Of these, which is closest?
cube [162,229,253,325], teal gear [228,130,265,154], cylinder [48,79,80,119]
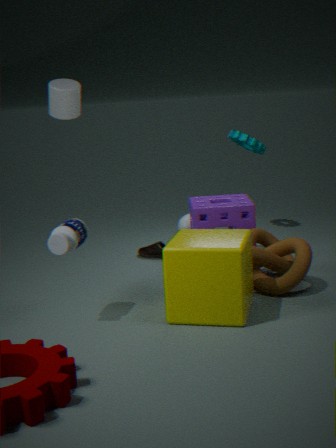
cube [162,229,253,325]
